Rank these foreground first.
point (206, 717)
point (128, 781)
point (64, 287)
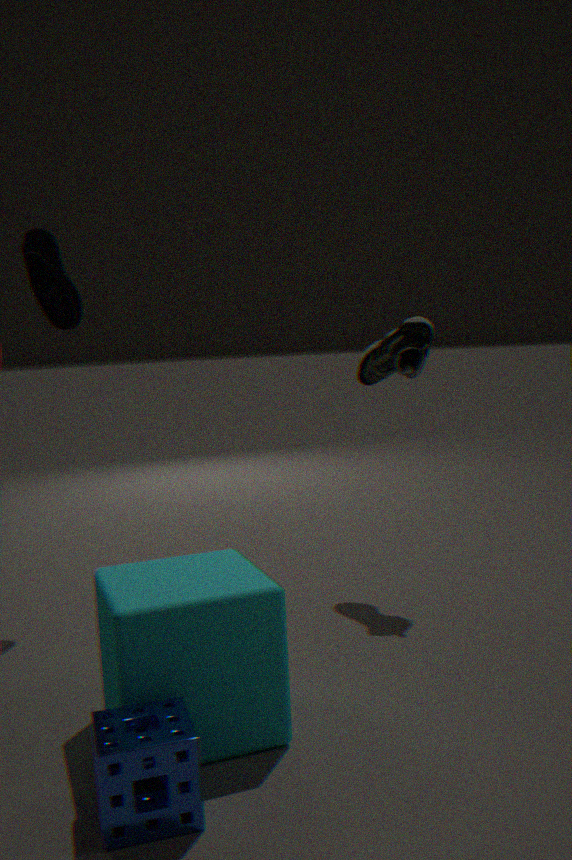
point (128, 781) → point (206, 717) → point (64, 287)
